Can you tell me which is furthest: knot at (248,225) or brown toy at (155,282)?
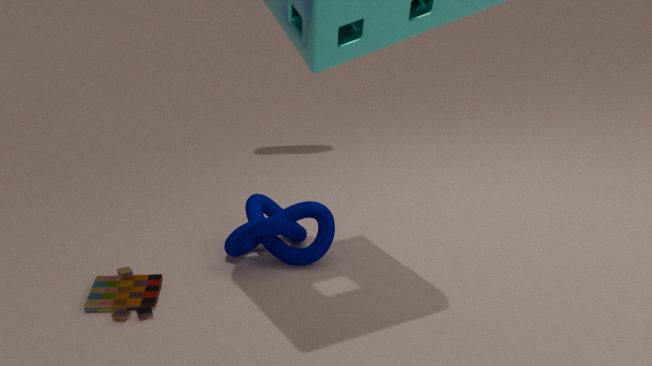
knot at (248,225)
